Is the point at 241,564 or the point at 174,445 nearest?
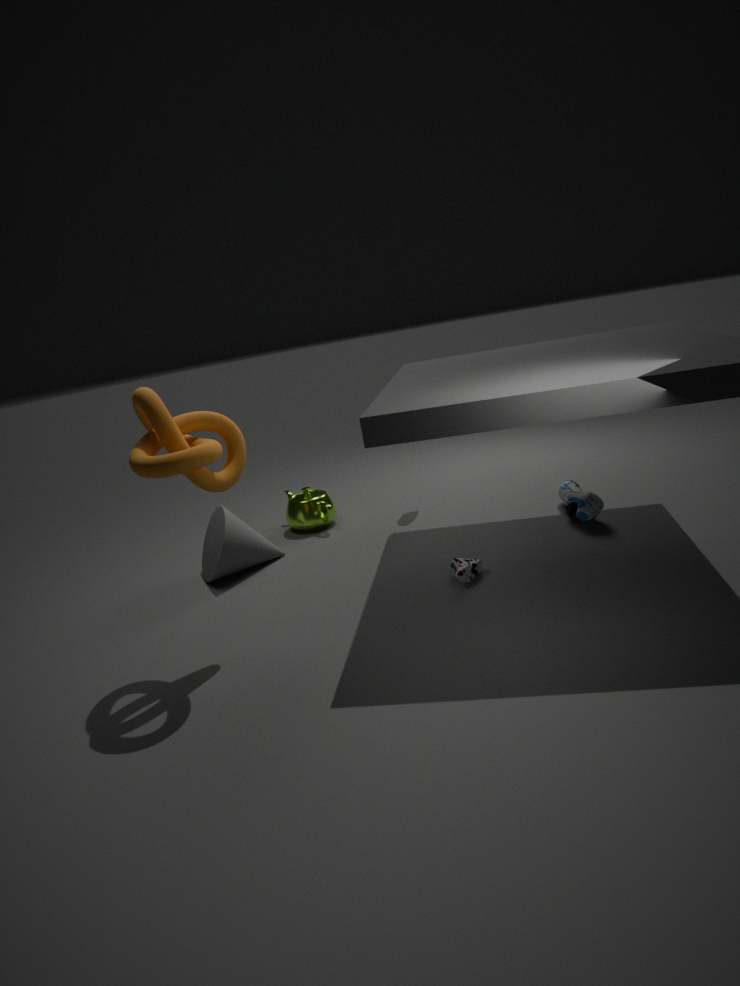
the point at 174,445
